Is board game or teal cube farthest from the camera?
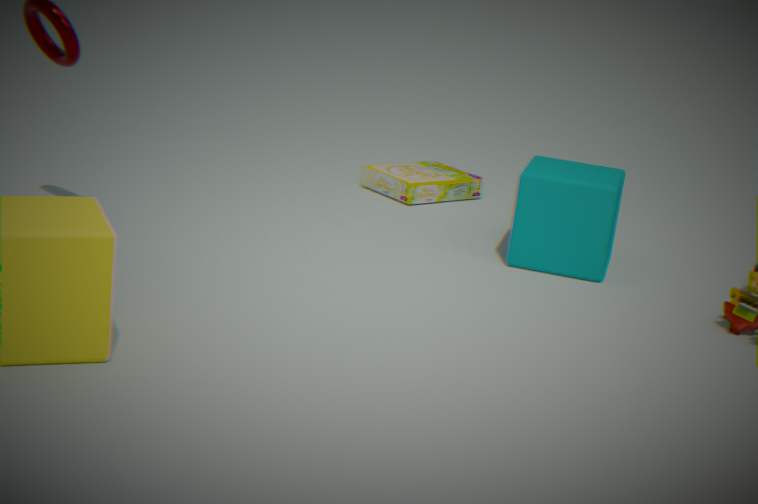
board game
